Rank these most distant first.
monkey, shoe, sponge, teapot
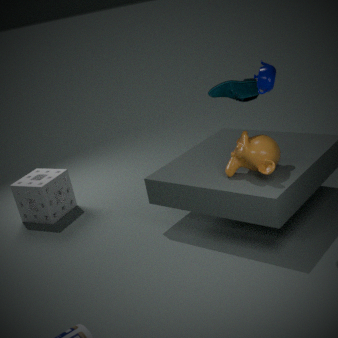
sponge < shoe < monkey < teapot
